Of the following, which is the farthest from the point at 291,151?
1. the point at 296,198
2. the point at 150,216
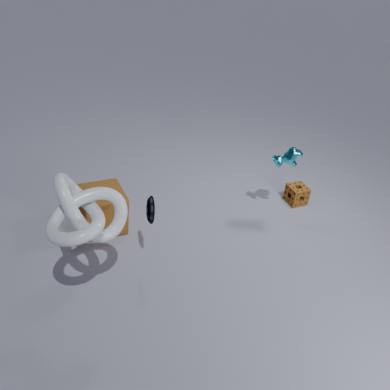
the point at 150,216
